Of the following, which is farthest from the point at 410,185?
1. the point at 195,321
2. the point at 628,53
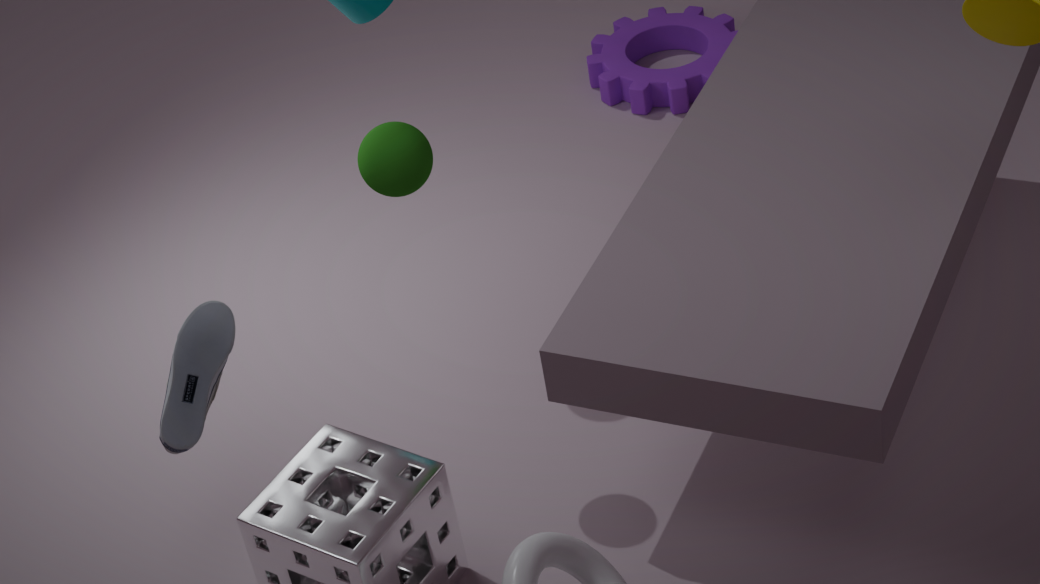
the point at 628,53
